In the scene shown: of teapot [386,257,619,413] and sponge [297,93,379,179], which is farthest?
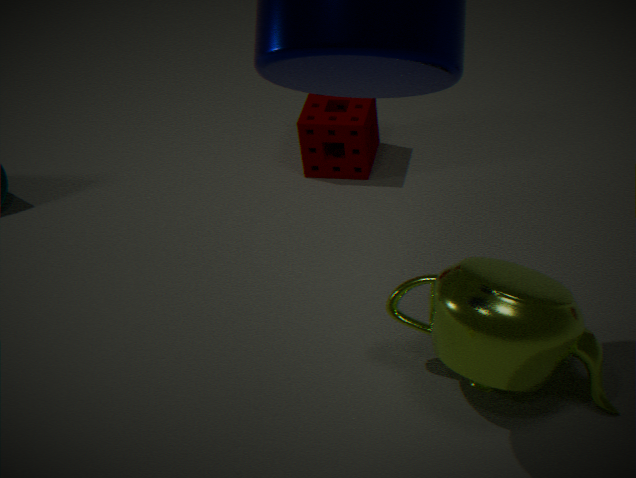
sponge [297,93,379,179]
